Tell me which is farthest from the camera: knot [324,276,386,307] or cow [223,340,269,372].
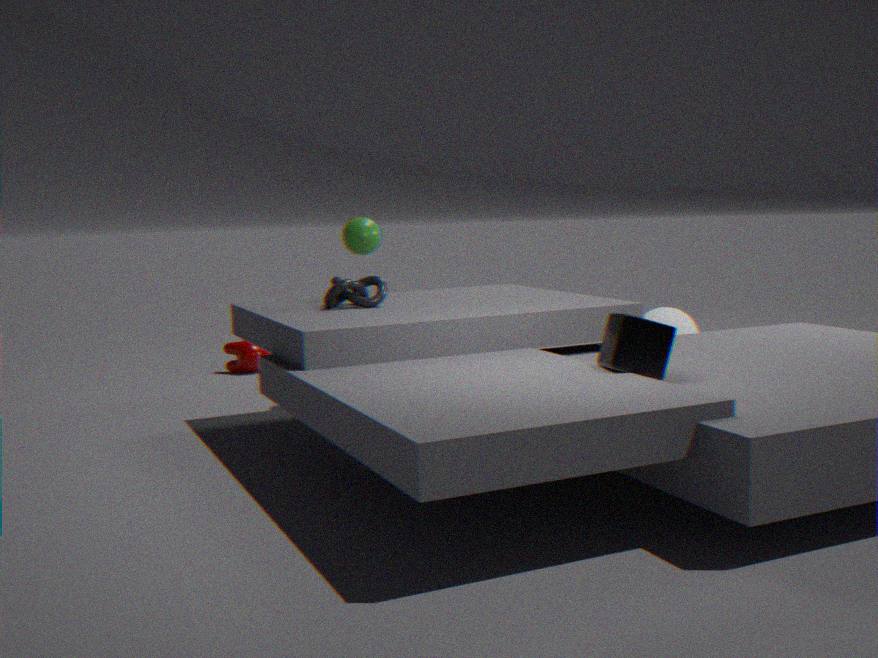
cow [223,340,269,372]
